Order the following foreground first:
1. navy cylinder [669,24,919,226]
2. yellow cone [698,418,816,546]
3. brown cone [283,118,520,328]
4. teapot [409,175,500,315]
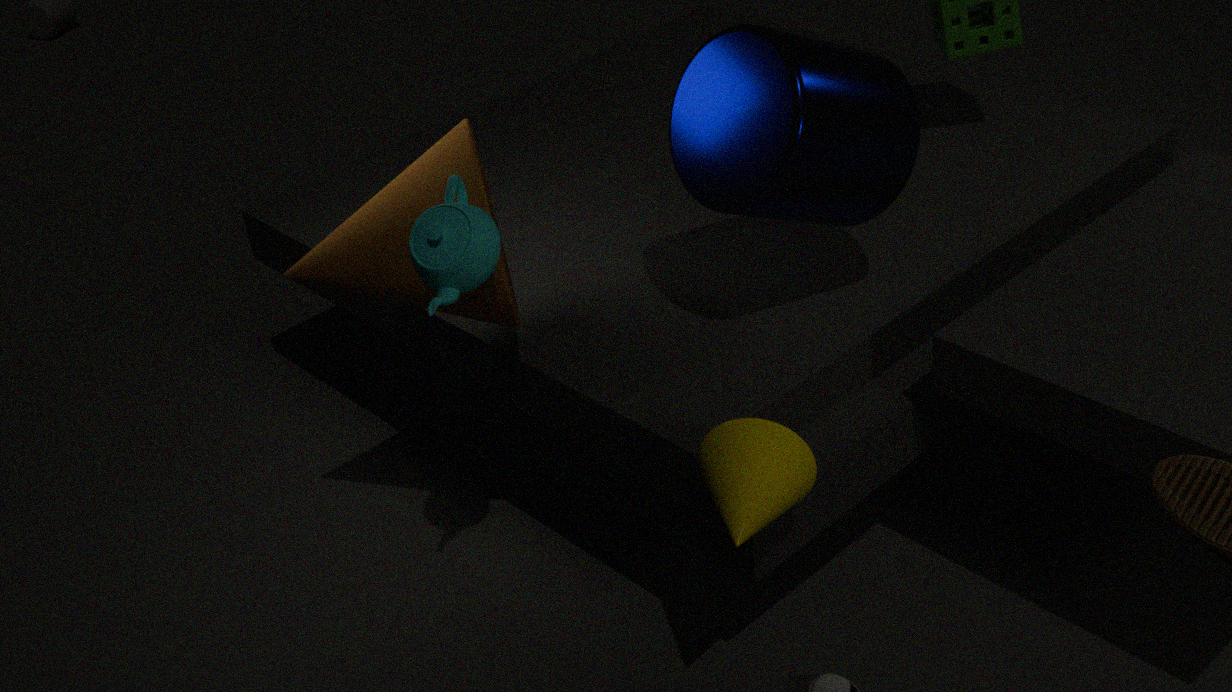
yellow cone [698,418,816,546] → teapot [409,175,500,315] → navy cylinder [669,24,919,226] → brown cone [283,118,520,328]
